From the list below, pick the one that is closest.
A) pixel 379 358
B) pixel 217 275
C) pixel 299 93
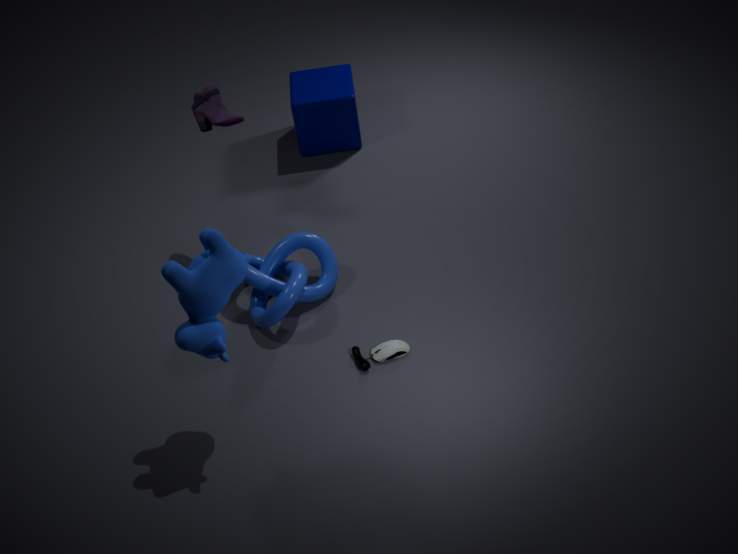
pixel 217 275
